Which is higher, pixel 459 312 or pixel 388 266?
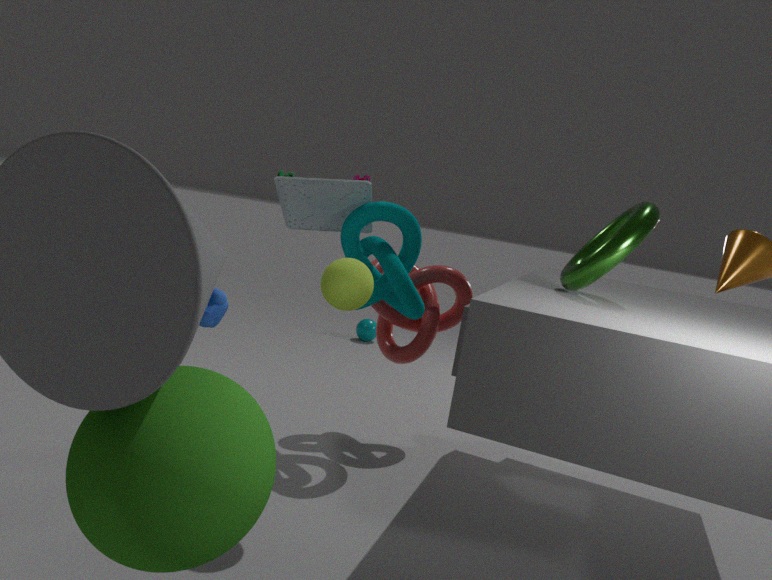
pixel 388 266
